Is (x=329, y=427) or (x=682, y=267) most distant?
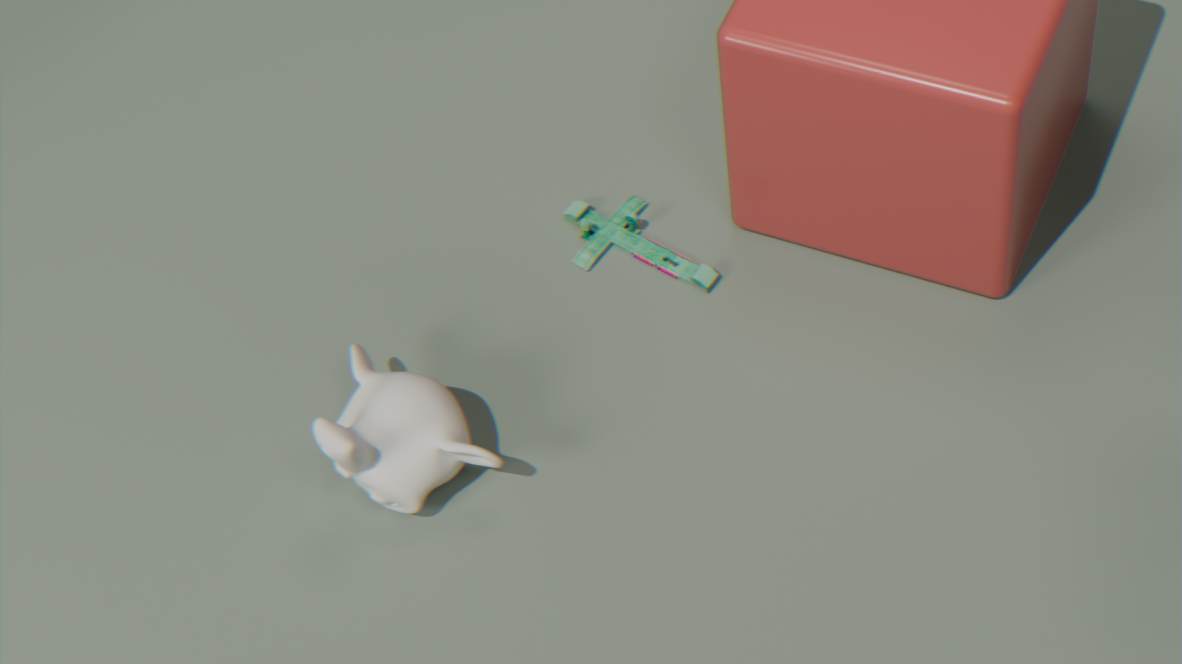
(x=682, y=267)
